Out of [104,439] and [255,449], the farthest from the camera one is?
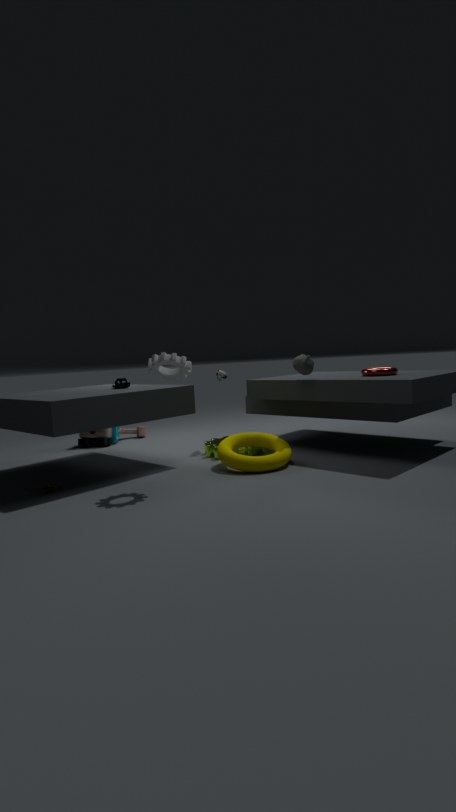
[104,439]
